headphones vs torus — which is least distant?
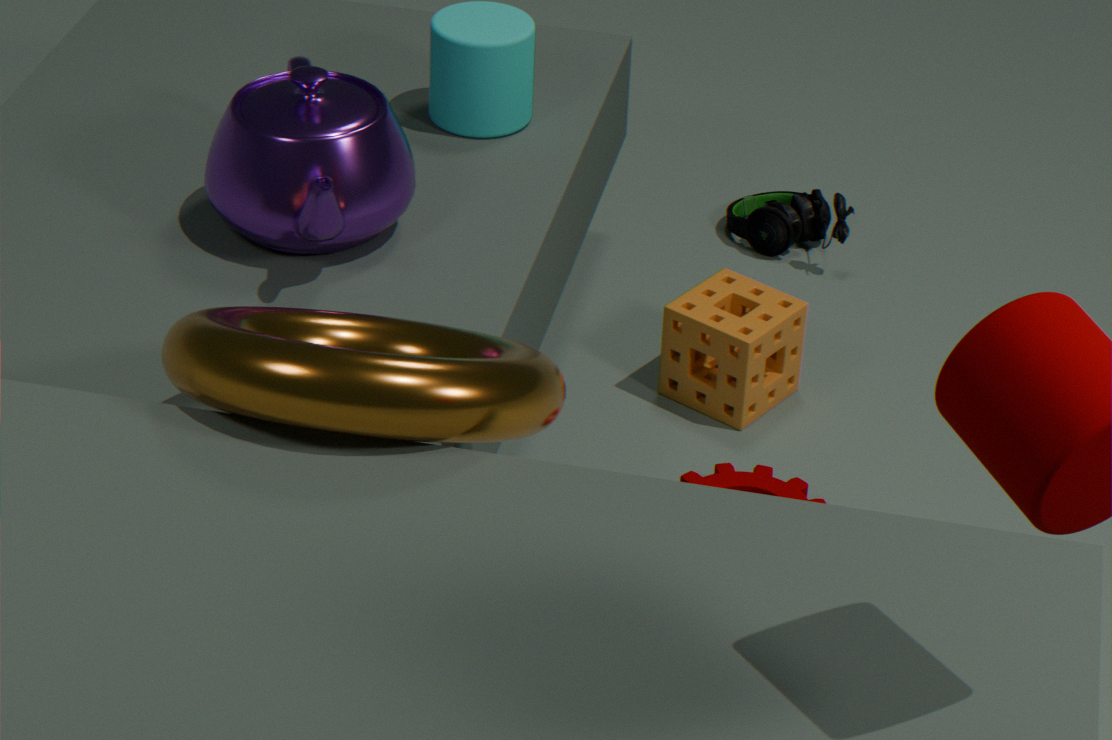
torus
